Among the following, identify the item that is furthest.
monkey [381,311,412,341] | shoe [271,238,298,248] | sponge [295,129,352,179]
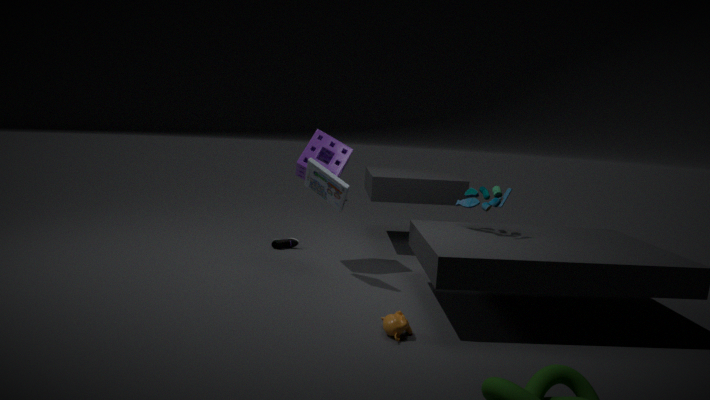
shoe [271,238,298,248]
